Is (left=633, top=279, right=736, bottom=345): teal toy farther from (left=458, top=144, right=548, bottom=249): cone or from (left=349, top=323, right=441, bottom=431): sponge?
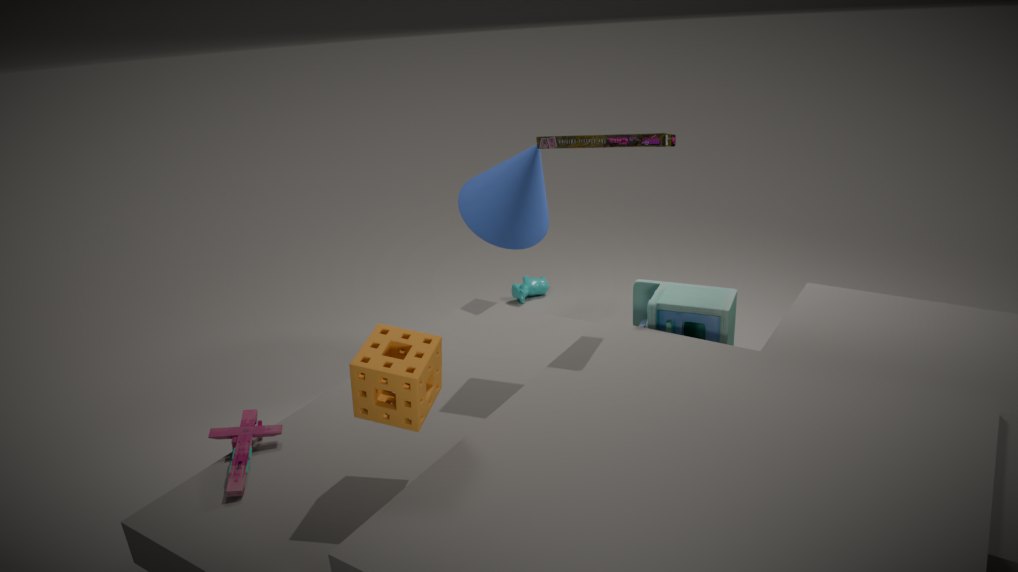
(left=349, top=323, right=441, bottom=431): sponge
